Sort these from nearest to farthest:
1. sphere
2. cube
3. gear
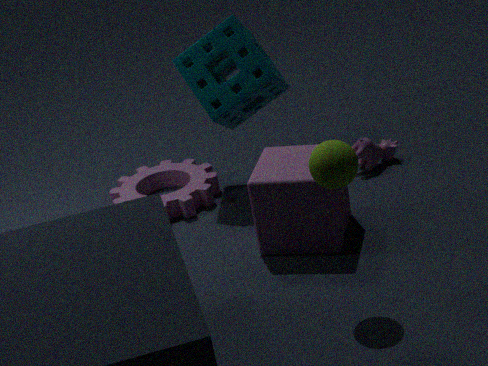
1. sphere
2. cube
3. gear
